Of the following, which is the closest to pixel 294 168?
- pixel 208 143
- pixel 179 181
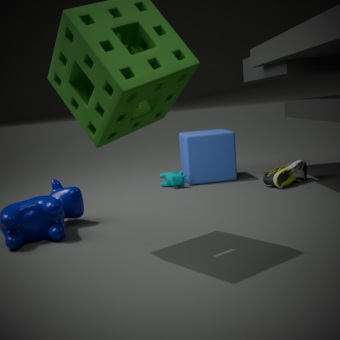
pixel 208 143
